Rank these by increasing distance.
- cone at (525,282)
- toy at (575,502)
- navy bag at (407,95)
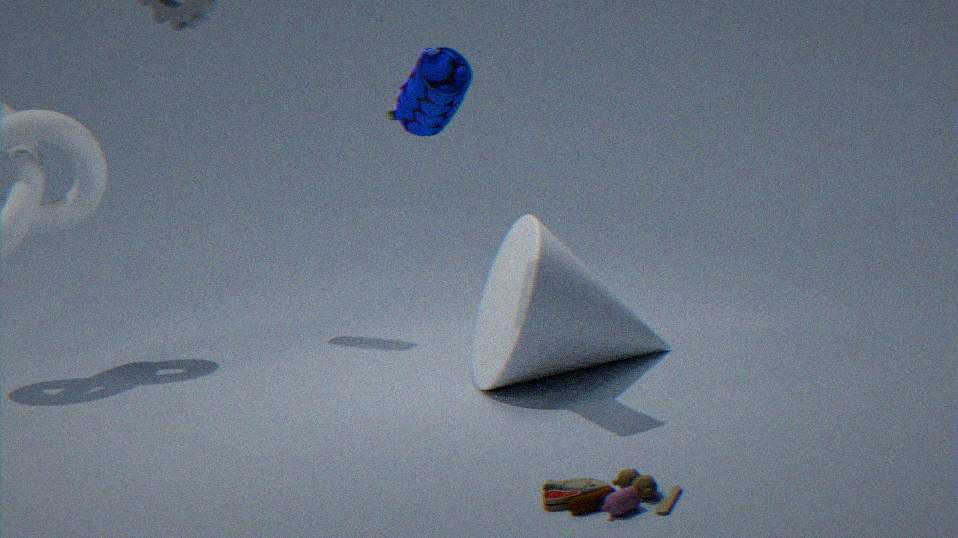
toy at (575,502) < navy bag at (407,95) < cone at (525,282)
